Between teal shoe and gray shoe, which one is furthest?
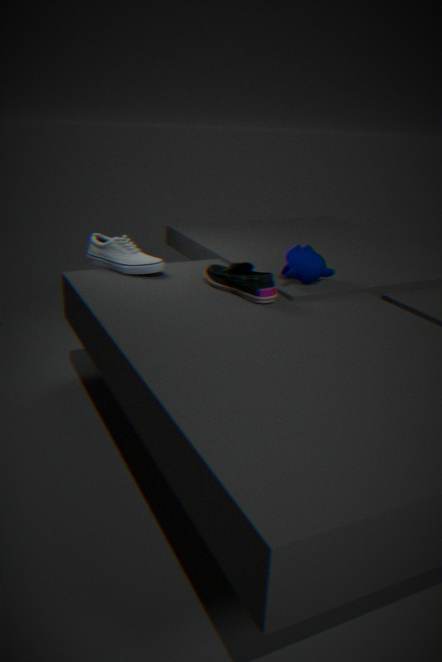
gray shoe
